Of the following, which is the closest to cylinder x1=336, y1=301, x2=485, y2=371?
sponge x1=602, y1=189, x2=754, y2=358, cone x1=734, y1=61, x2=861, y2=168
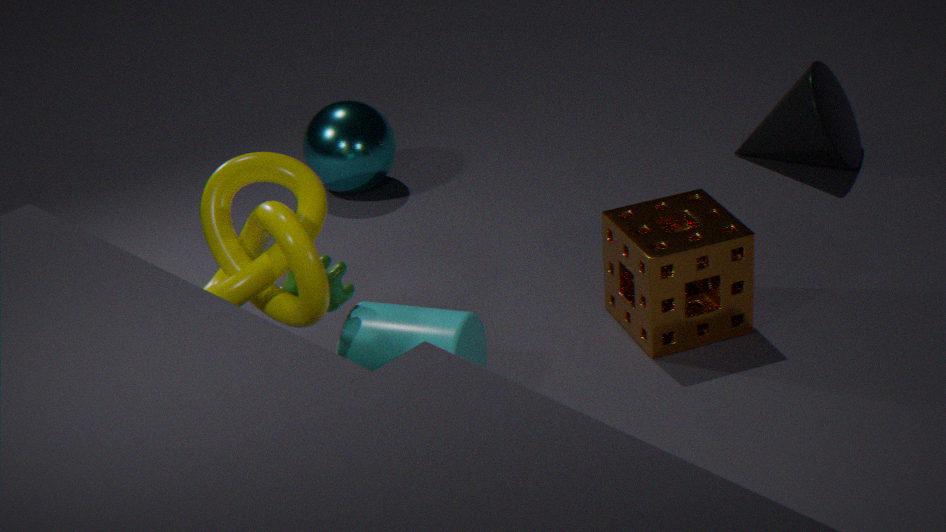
sponge x1=602, y1=189, x2=754, y2=358
